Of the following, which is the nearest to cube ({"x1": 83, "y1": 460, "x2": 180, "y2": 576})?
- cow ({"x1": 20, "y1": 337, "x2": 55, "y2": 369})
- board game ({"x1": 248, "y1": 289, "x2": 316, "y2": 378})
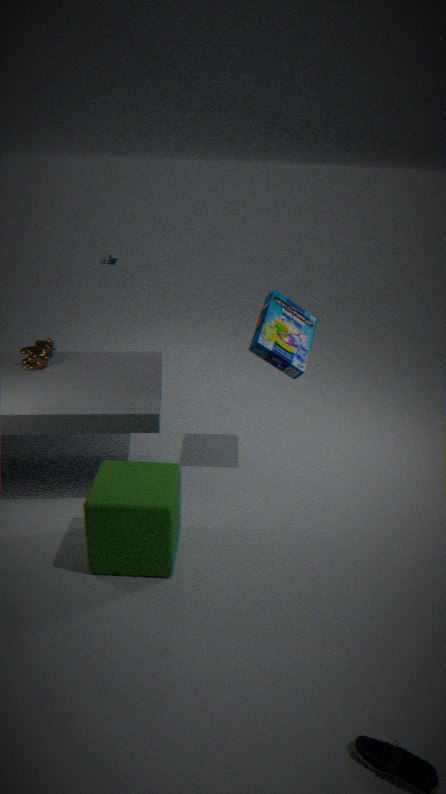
board game ({"x1": 248, "y1": 289, "x2": 316, "y2": 378})
